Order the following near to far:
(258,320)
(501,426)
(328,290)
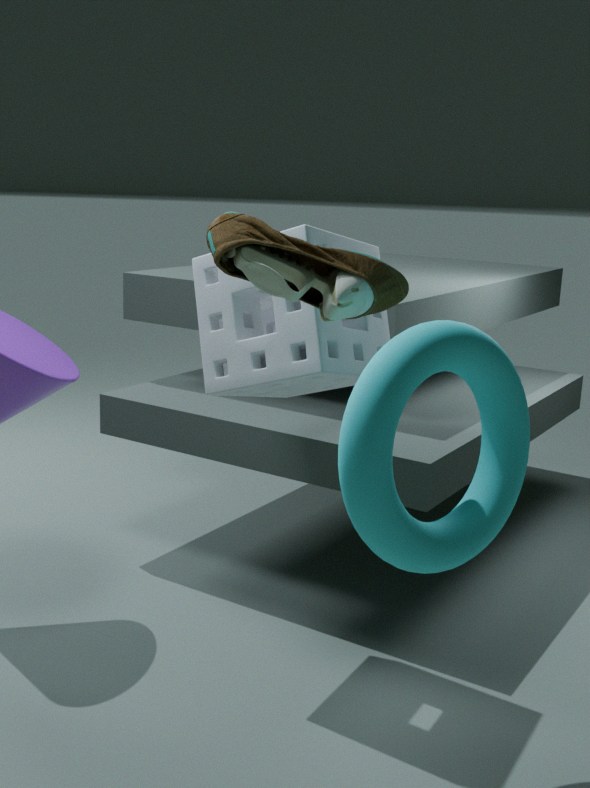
(328,290) < (501,426) < (258,320)
